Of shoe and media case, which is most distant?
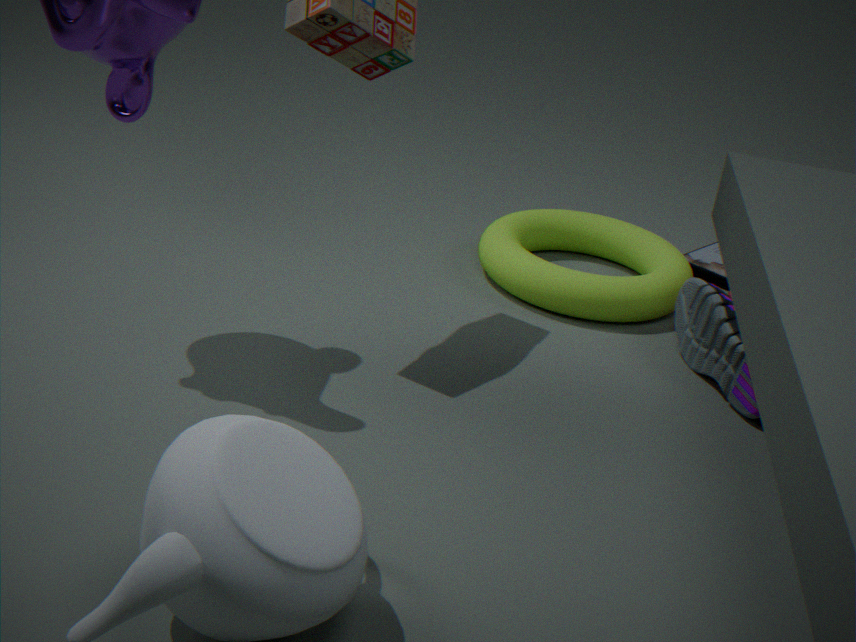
media case
